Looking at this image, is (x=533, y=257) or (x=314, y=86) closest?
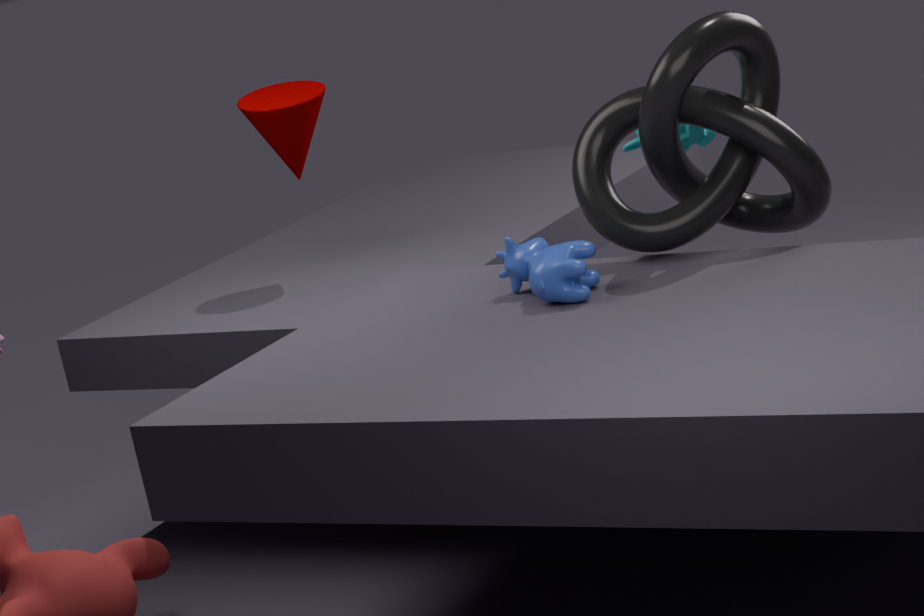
(x=533, y=257)
